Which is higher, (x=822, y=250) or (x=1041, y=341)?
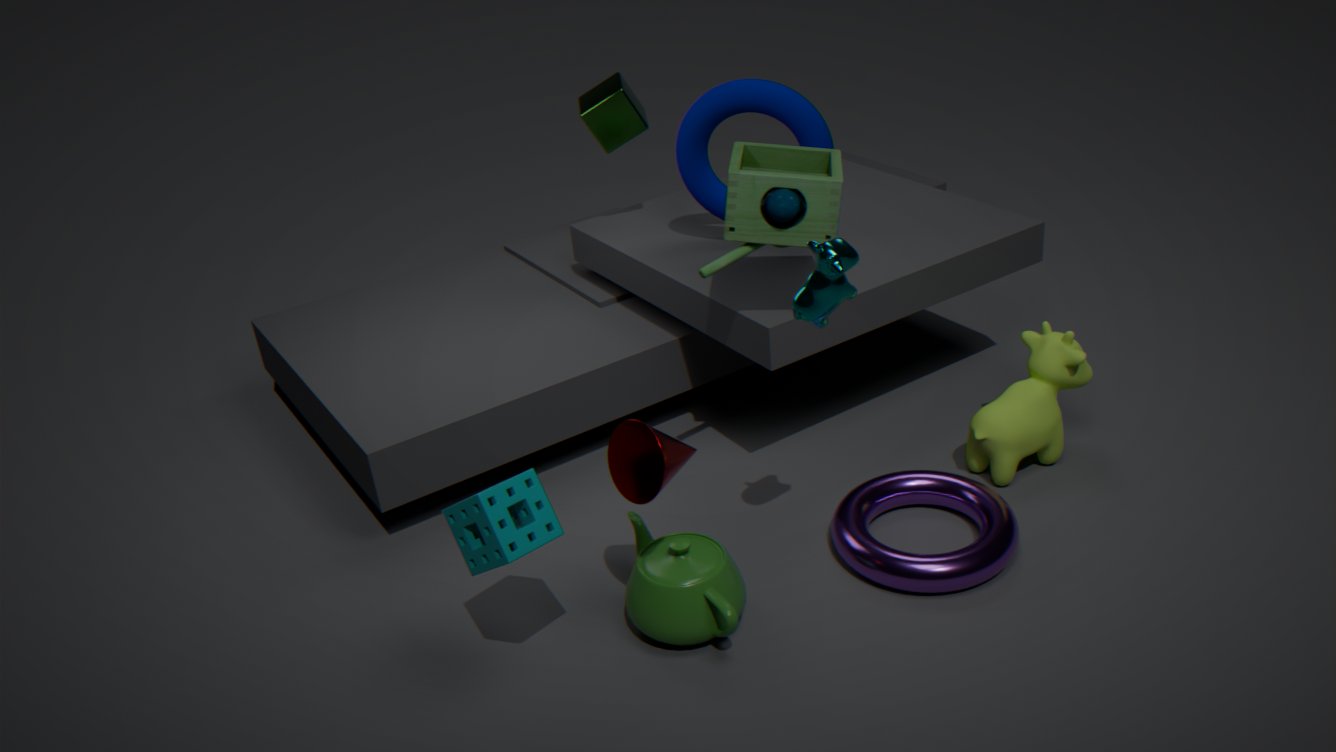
(x=822, y=250)
